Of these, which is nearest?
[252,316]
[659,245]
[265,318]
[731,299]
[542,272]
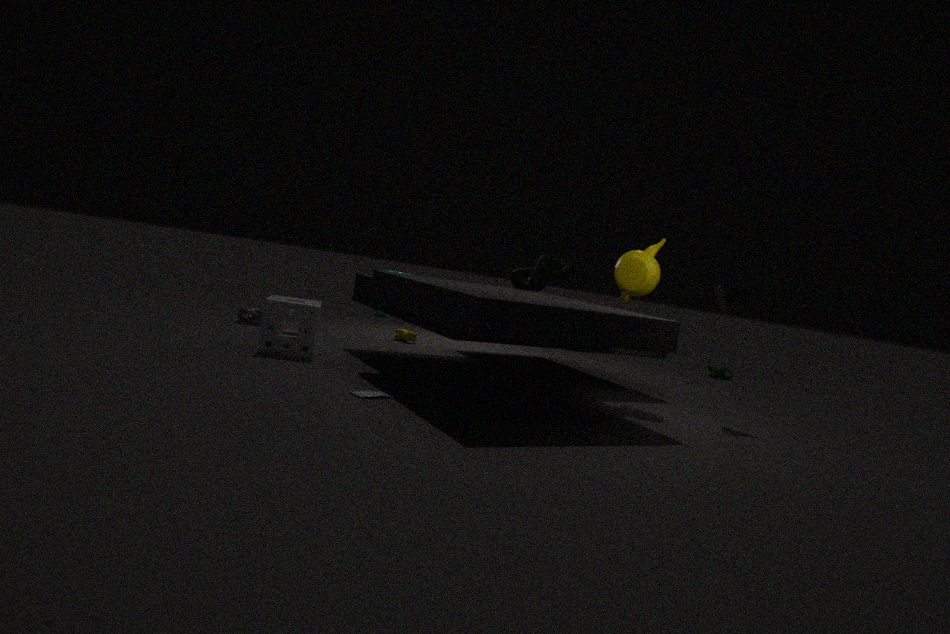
[265,318]
